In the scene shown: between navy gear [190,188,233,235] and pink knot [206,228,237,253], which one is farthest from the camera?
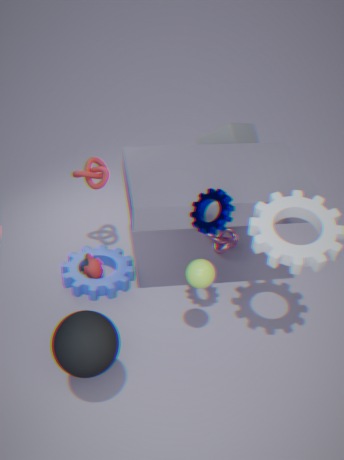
pink knot [206,228,237,253]
